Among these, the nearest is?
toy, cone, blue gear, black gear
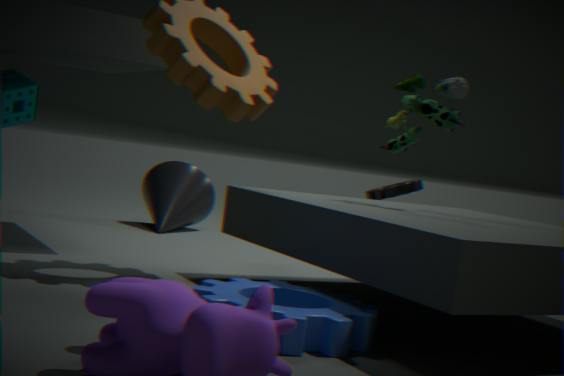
blue gear
